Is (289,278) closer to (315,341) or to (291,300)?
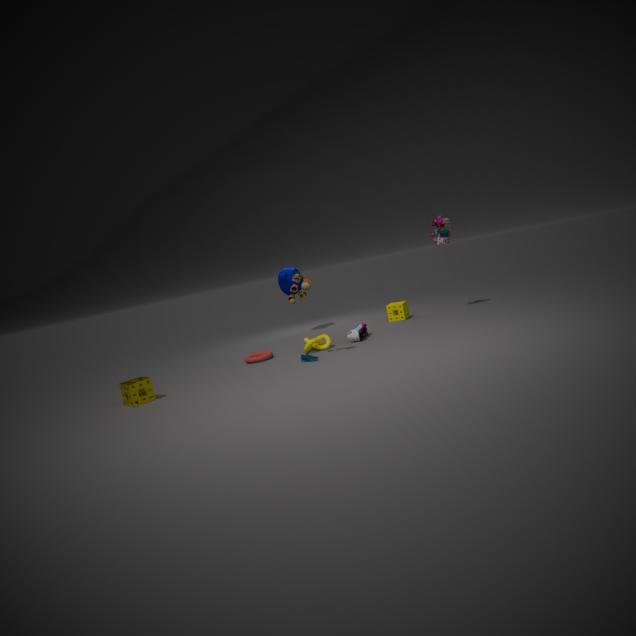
(315,341)
